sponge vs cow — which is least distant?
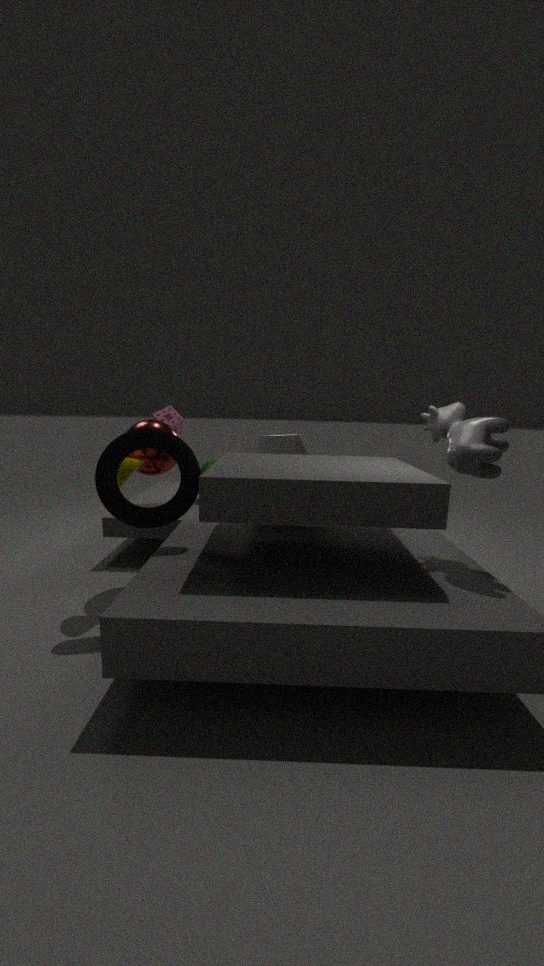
cow
